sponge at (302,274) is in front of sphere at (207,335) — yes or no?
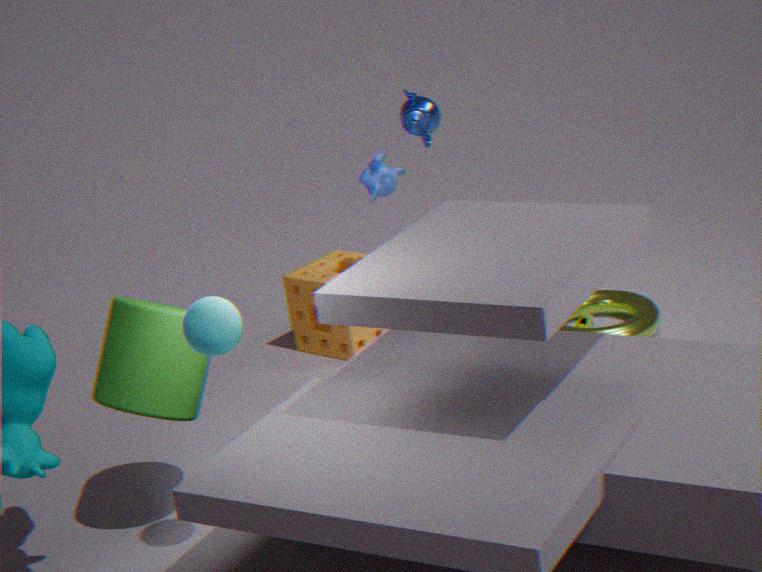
No
